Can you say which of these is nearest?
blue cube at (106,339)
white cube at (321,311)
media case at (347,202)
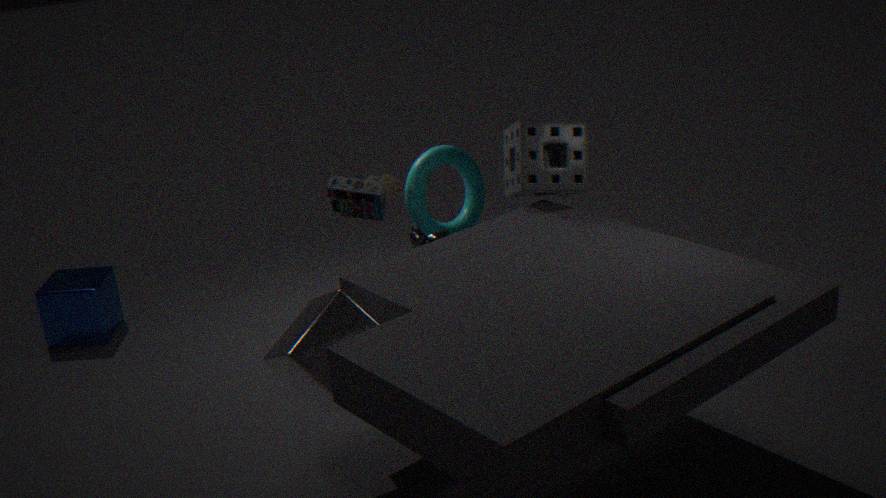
white cube at (321,311)
